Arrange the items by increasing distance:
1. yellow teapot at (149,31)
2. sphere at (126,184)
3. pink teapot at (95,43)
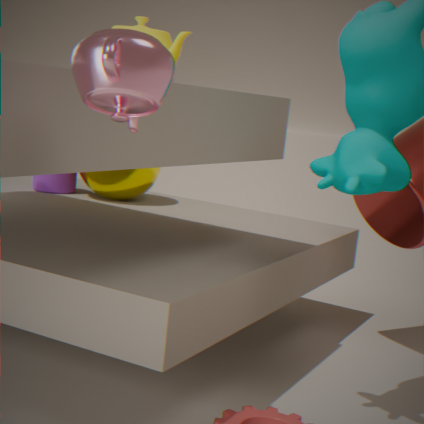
pink teapot at (95,43) < yellow teapot at (149,31) < sphere at (126,184)
